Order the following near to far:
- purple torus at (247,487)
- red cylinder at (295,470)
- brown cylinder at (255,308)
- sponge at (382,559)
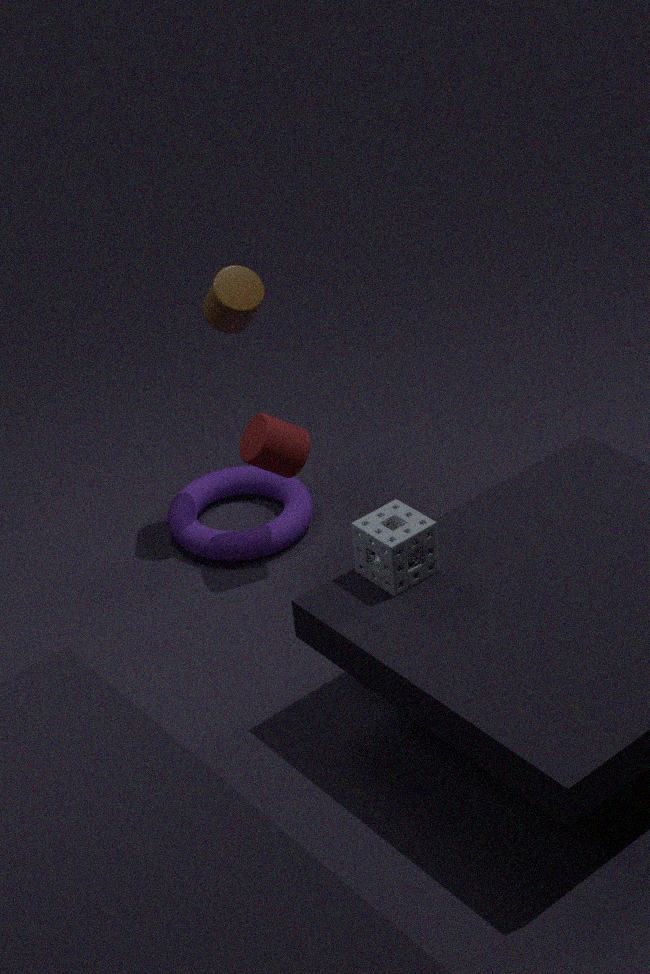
1. sponge at (382,559)
2. red cylinder at (295,470)
3. brown cylinder at (255,308)
4. purple torus at (247,487)
